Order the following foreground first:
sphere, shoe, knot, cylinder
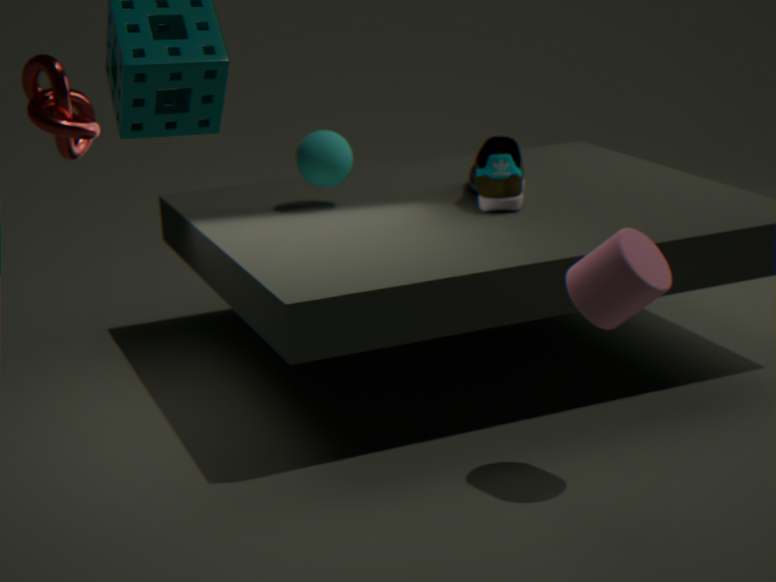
cylinder
knot
shoe
sphere
